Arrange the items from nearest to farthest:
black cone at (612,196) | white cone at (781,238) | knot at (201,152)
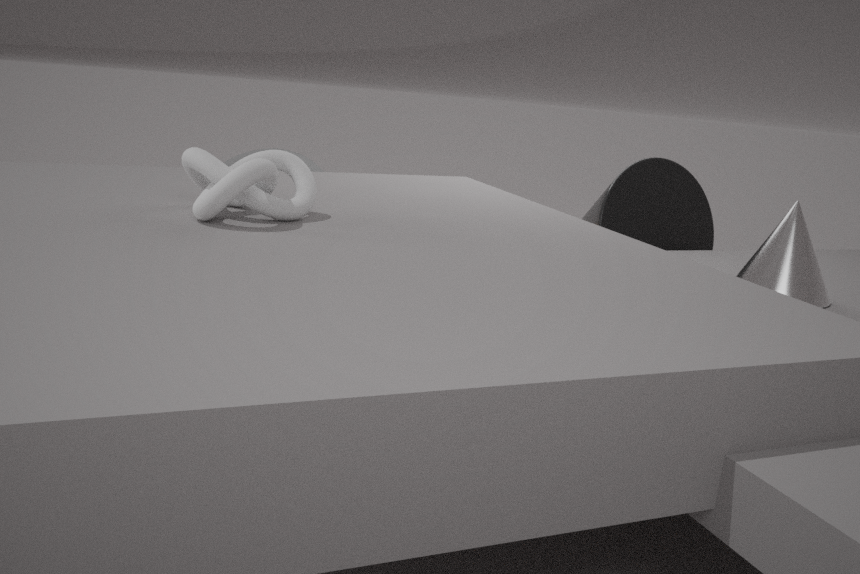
knot at (201,152)
white cone at (781,238)
black cone at (612,196)
